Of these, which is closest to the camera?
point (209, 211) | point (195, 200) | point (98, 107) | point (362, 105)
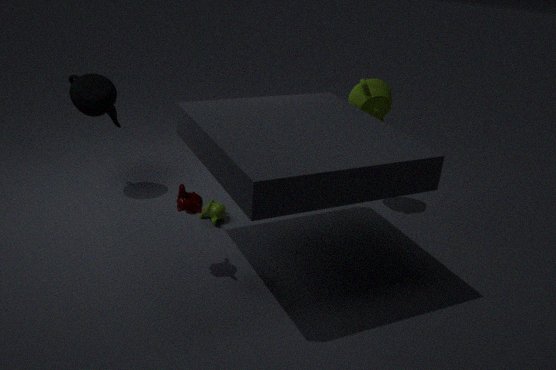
point (195, 200)
